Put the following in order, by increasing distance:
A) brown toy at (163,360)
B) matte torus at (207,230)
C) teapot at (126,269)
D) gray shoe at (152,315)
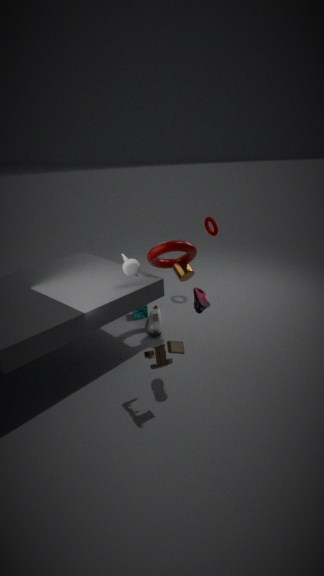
A. brown toy at (163,360)
C. teapot at (126,269)
D. gray shoe at (152,315)
B. matte torus at (207,230)
